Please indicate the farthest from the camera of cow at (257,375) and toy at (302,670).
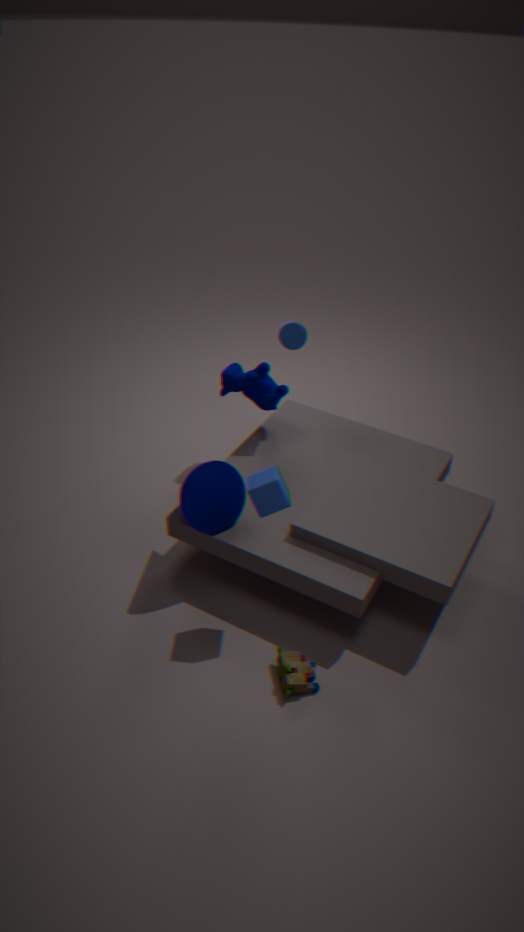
cow at (257,375)
